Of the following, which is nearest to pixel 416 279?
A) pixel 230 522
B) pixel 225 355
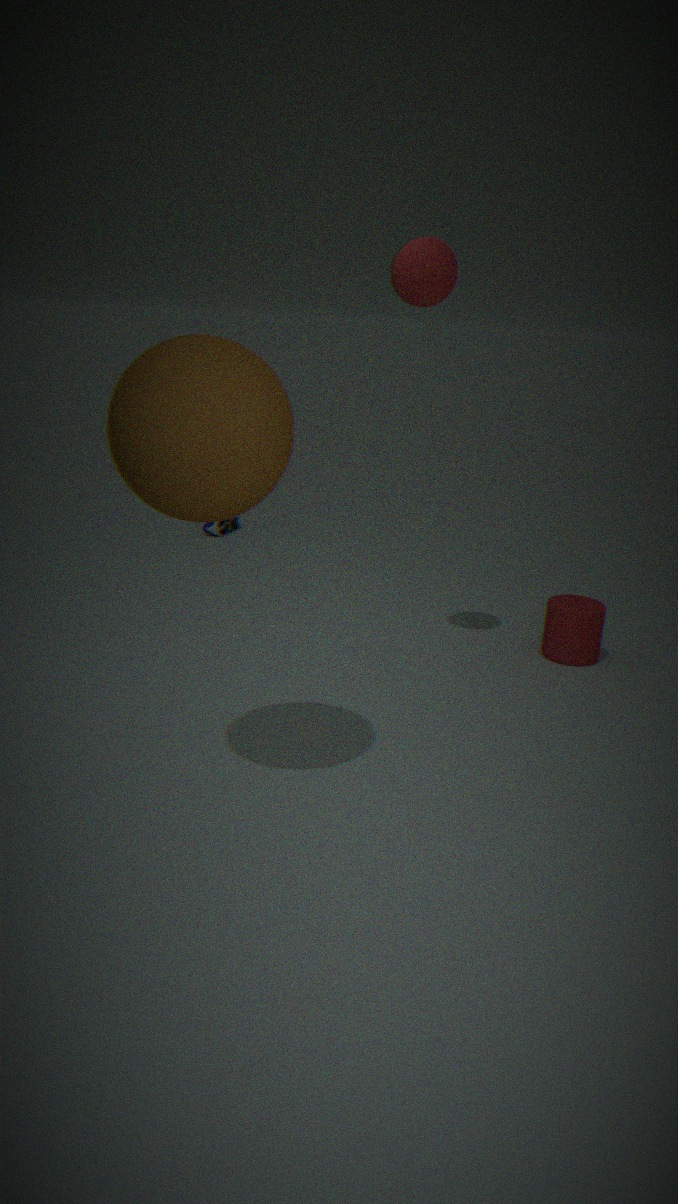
pixel 225 355
